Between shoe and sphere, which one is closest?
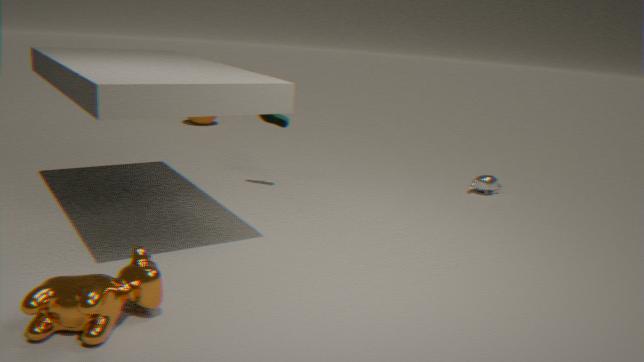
shoe
